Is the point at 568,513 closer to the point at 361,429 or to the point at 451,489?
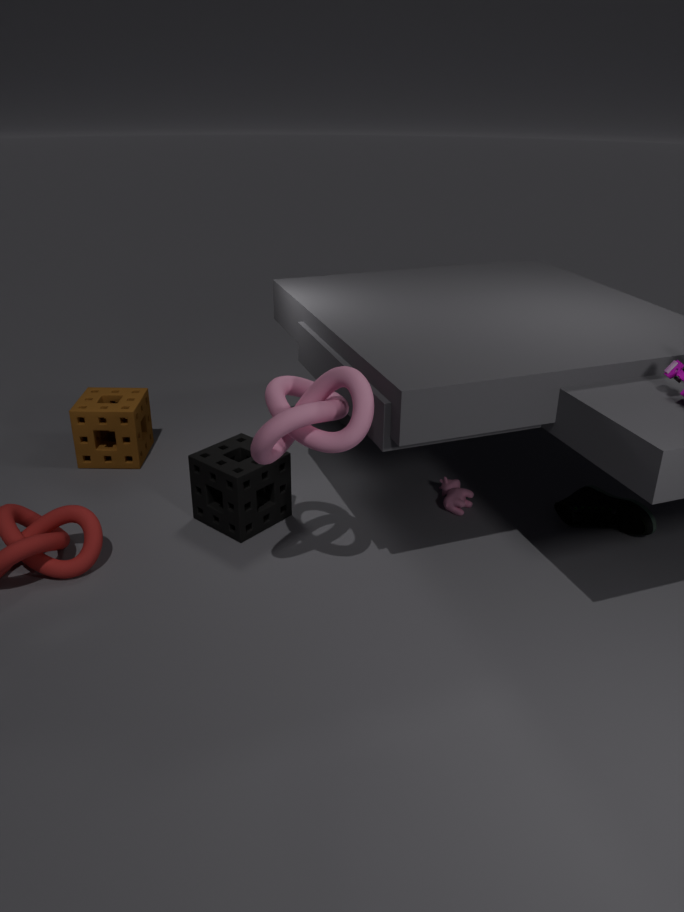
the point at 451,489
